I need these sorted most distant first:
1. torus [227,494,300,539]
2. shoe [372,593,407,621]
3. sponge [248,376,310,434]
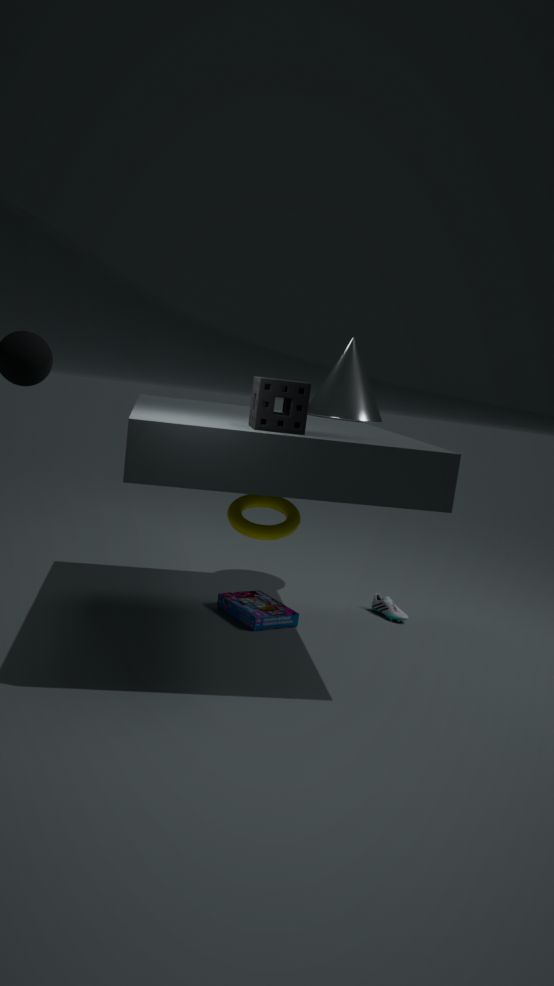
shoe [372,593,407,621] → torus [227,494,300,539] → sponge [248,376,310,434]
